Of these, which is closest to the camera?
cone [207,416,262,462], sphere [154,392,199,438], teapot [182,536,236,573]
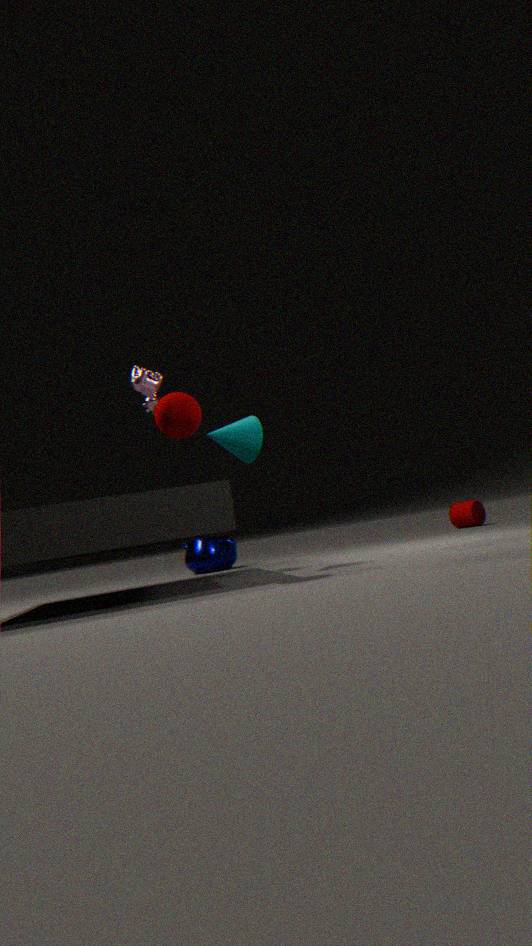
sphere [154,392,199,438]
